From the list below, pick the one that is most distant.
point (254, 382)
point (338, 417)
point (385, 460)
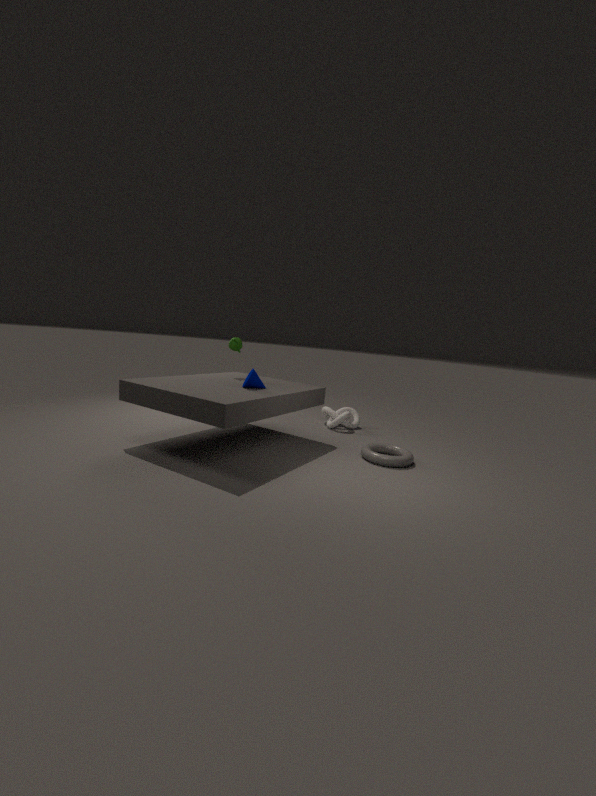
point (338, 417)
